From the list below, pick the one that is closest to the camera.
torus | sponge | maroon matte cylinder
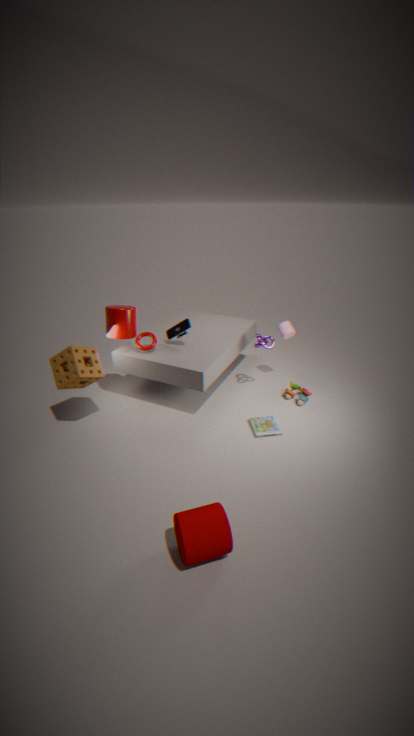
maroon matte cylinder
